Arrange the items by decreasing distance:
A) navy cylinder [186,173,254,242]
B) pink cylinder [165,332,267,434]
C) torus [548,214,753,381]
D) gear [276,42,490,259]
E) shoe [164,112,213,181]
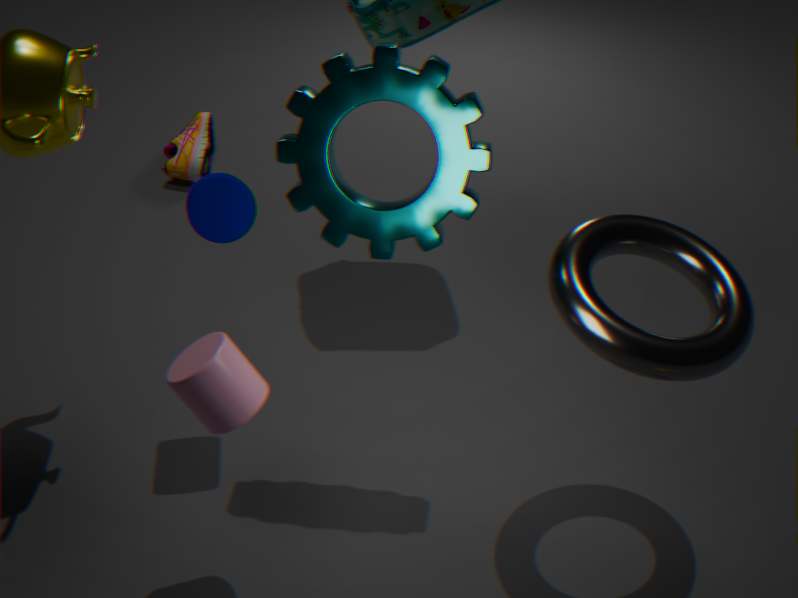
1. shoe [164,112,213,181]
2. navy cylinder [186,173,254,242]
3. gear [276,42,490,259]
4. torus [548,214,753,381]
5. pink cylinder [165,332,267,434]
